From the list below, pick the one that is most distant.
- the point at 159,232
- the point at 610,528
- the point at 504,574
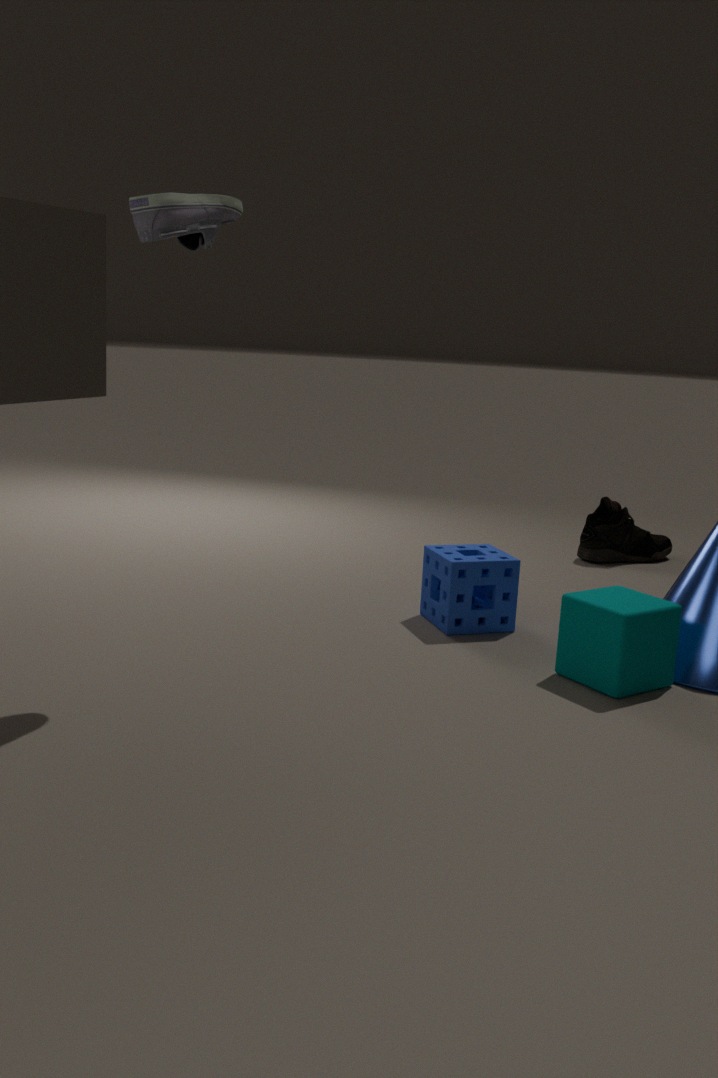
the point at 610,528
